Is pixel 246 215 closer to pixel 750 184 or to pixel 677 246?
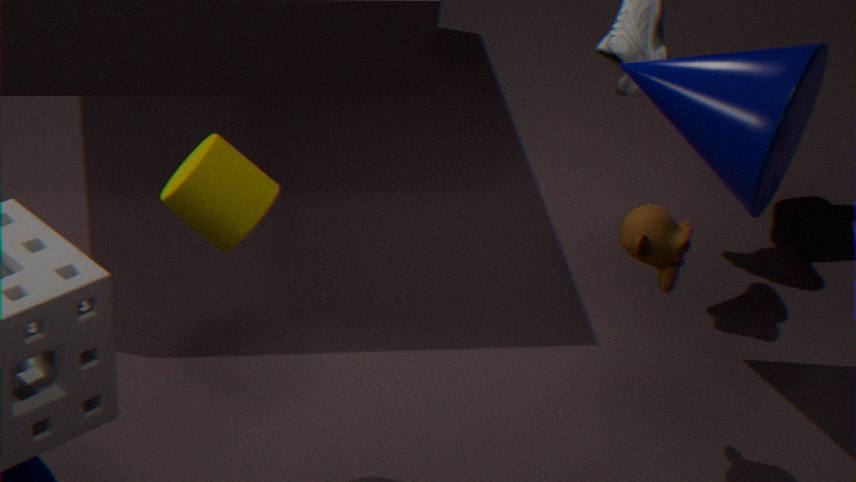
pixel 677 246
